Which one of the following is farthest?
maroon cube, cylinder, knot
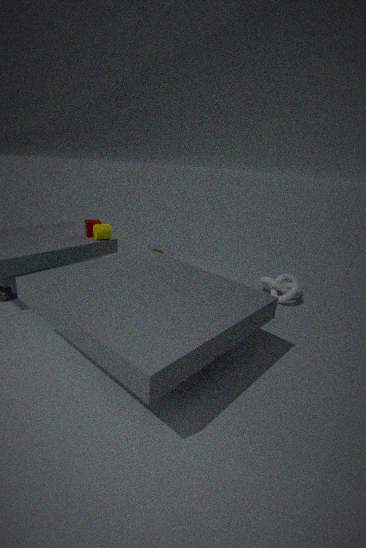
maroon cube
